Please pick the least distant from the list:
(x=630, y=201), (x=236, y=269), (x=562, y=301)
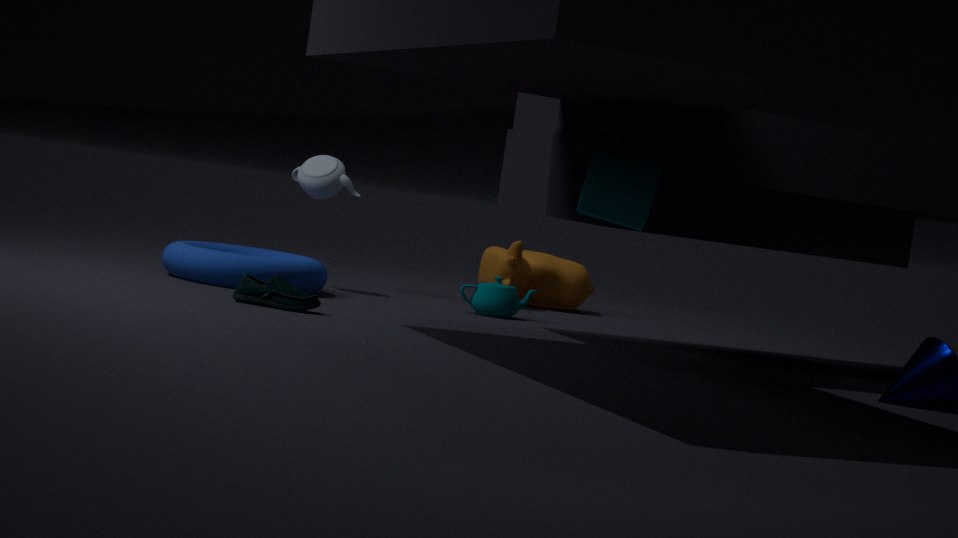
(x=630, y=201)
